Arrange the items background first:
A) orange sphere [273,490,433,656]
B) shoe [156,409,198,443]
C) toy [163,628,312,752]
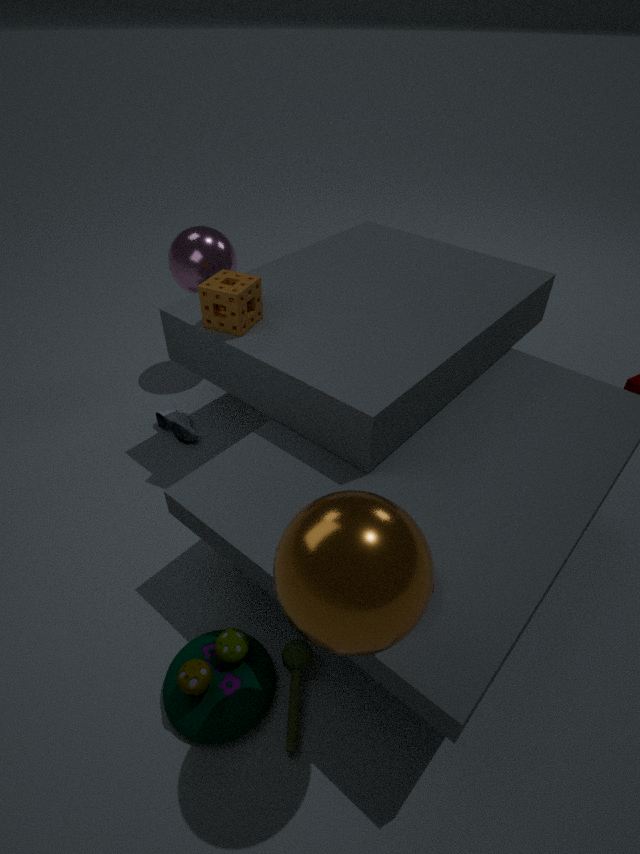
shoe [156,409,198,443] < toy [163,628,312,752] < orange sphere [273,490,433,656]
